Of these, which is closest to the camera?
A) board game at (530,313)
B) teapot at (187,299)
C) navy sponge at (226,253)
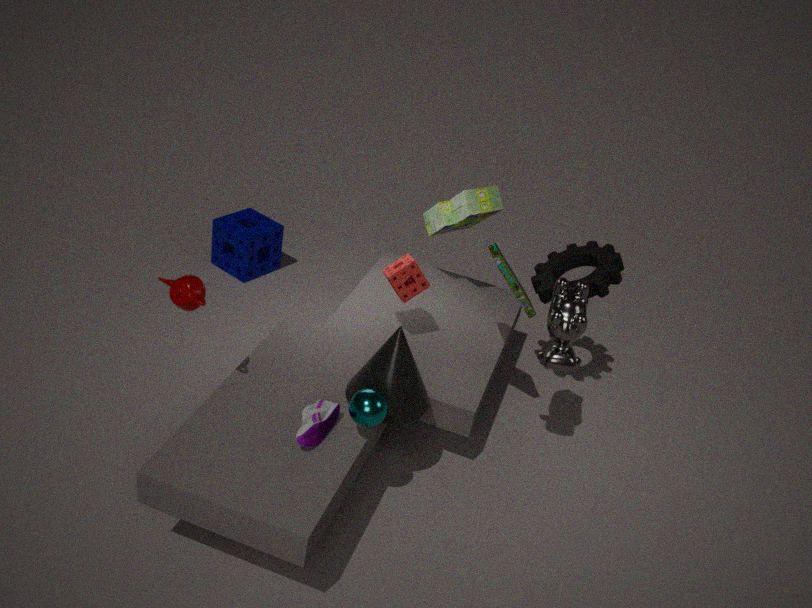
teapot at (187,299)
